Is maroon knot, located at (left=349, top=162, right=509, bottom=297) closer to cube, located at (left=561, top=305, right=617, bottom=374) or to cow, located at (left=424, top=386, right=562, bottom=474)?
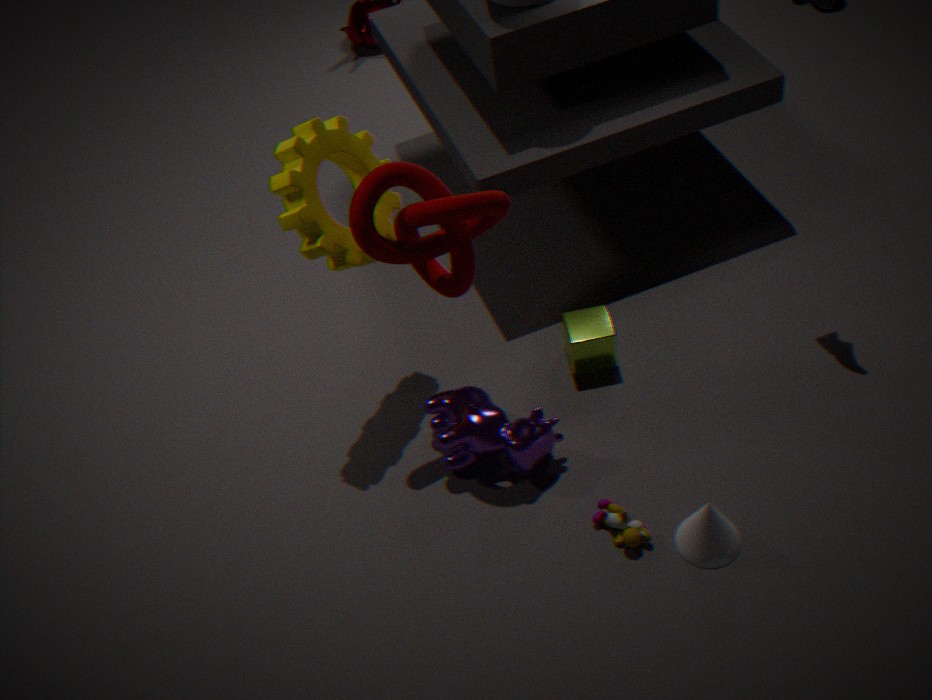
cow, located at (left=424, top=386, right=562, bottom=474)
